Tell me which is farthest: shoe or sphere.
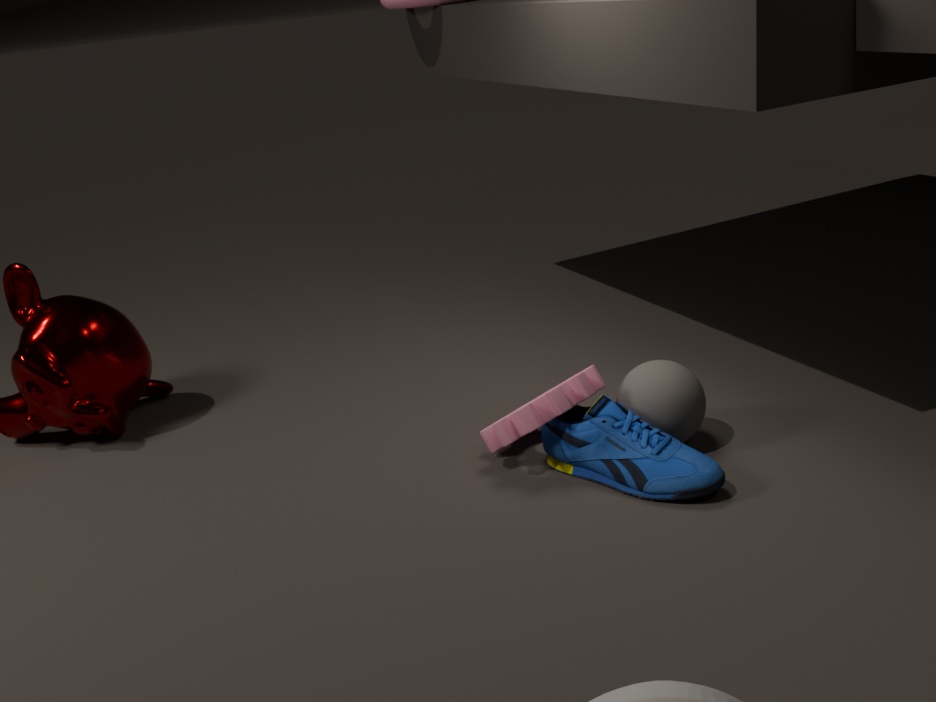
sphere
